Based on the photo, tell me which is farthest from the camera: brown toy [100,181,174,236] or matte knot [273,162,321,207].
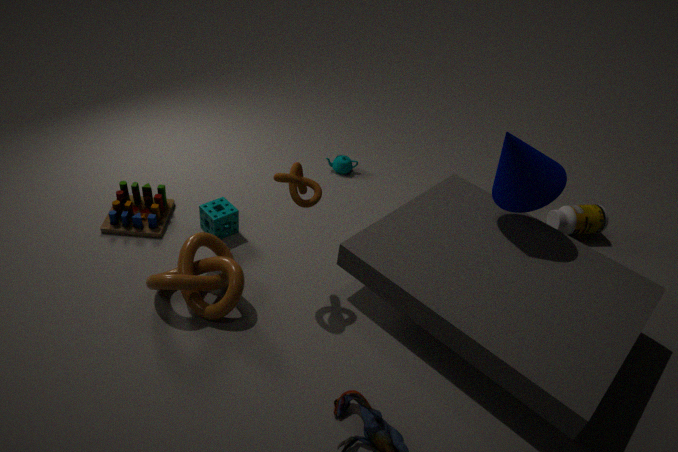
brown toy [100,181,174,236]
